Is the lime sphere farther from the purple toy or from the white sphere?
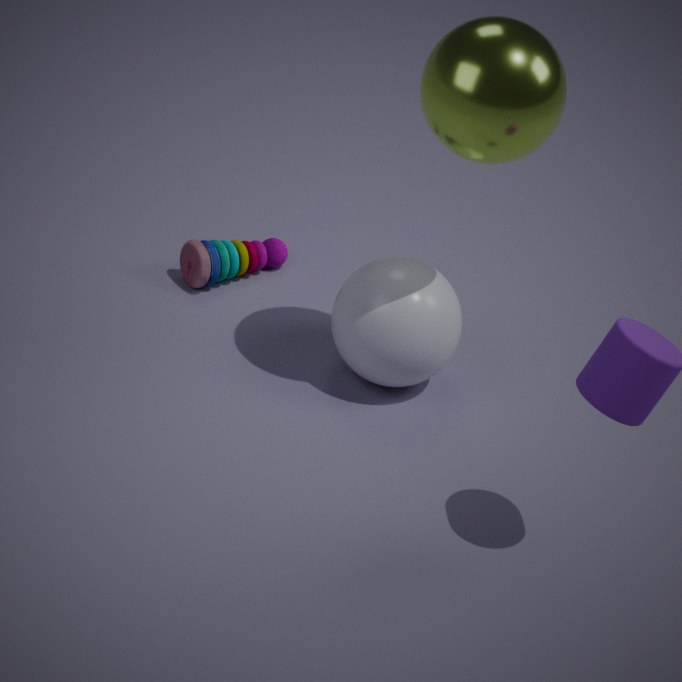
the purple toy
